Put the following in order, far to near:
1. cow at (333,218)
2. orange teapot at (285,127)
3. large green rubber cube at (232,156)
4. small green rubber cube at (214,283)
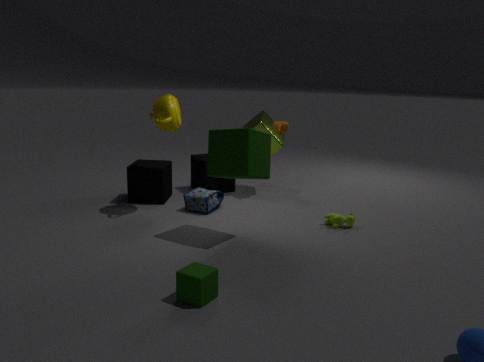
orange teapot at (285,127) → cow at (333,218) → large green rubber cube at (232,156) → small green rubber cube at (214,283)
